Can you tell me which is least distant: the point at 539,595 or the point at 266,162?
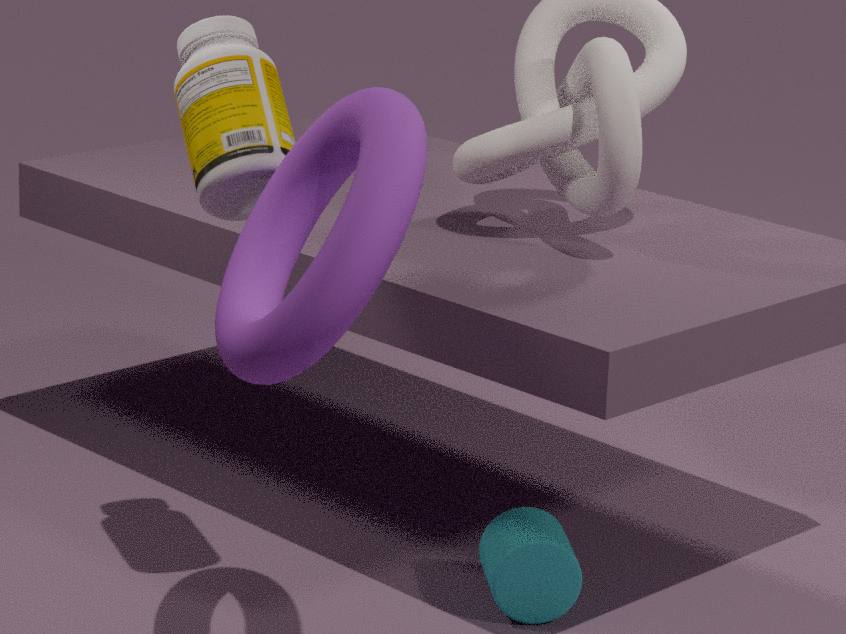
the point at 266,162
